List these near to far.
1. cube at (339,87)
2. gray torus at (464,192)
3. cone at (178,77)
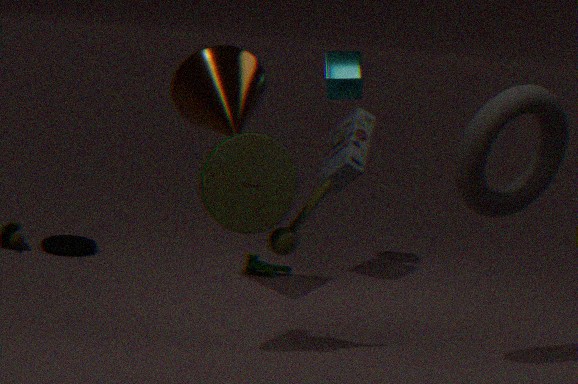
gray torus at (464,192) → cone at (178,77) → cube at (339,87)
